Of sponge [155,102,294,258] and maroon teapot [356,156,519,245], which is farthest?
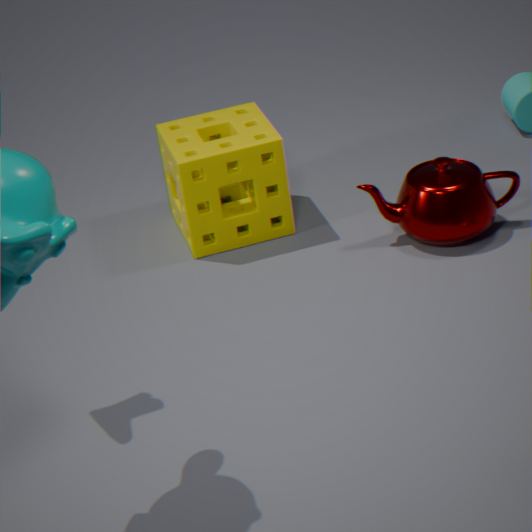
sponge [155,102,294,258]
